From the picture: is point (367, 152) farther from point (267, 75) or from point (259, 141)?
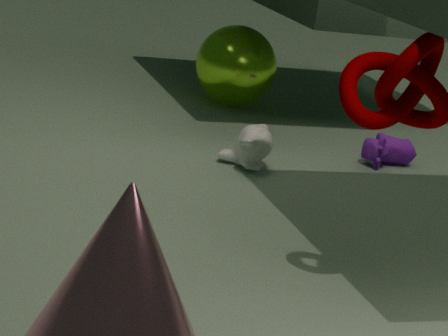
point (267, 75)
